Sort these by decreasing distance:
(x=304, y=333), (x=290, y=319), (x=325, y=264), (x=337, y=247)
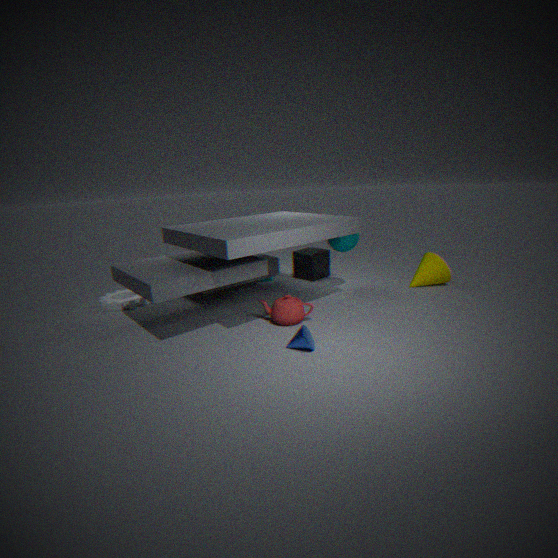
(x=325, y=264) → (x=337, y=247) → (x=290, y=319) → (x=304, y=333)
